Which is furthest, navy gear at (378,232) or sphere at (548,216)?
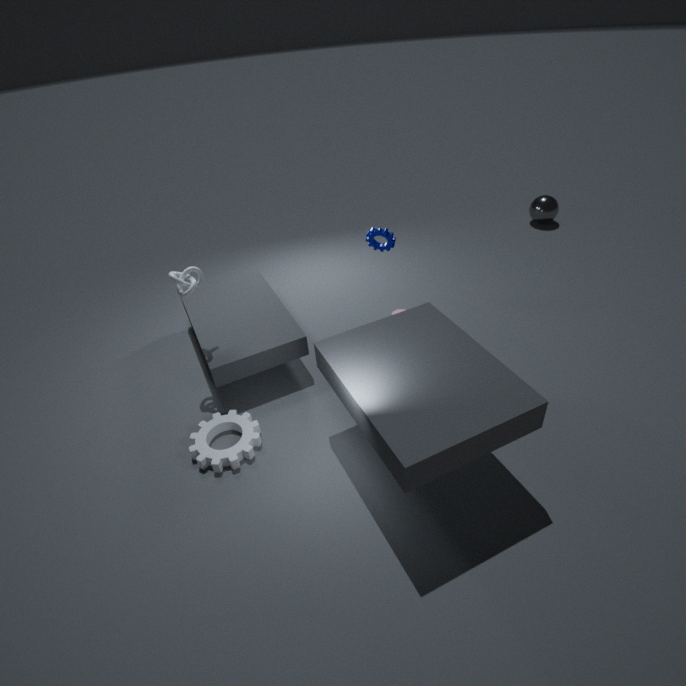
sphere at (548,216)
